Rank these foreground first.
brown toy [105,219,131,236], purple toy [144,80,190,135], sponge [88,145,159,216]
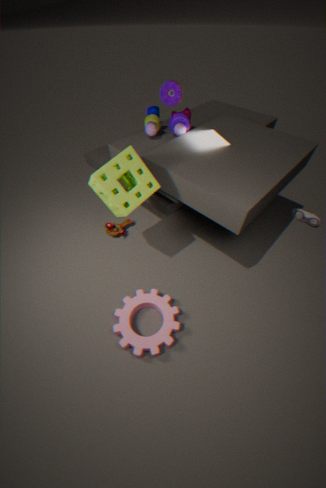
sponge [88,145,159,216]
purple toy [144,80,190,135]
brown toy [105,219,131,236]
